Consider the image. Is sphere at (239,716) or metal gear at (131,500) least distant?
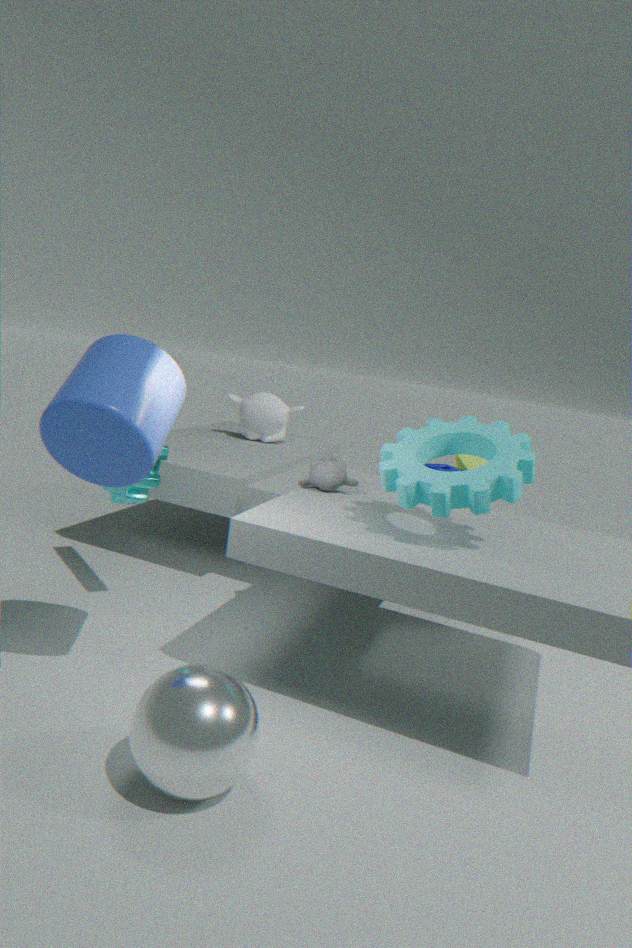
sphere at (239,716)
